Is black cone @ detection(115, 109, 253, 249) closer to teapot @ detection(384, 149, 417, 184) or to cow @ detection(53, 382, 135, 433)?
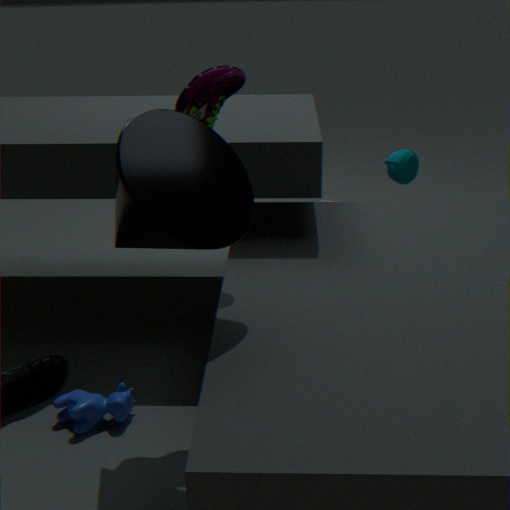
cow @ detection(53, 382, 135, 433)
